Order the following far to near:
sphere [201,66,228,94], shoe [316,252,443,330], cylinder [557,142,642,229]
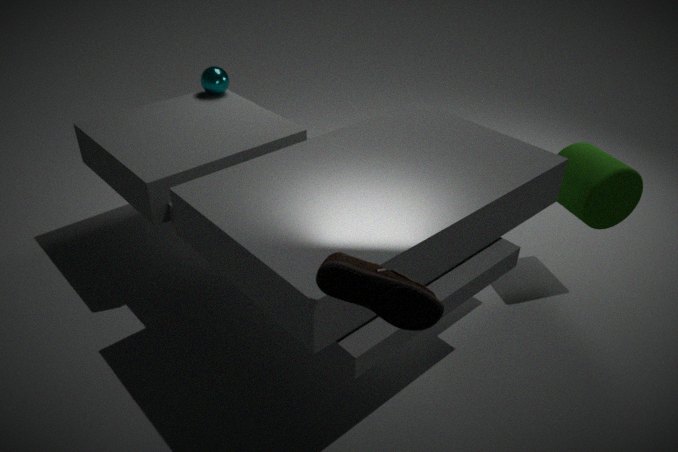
1. sphere [201,66,228,94]
2. cylinder [557,142,642,229]
3. shoe [316,252,443,330]
